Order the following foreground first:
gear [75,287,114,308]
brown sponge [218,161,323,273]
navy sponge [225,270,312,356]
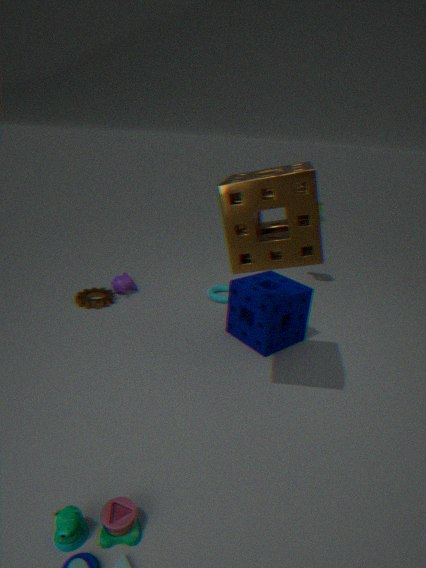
brown sponge [218,161,323,273], navy sponge [225,270,312,356], gear [75,287,114,308]
